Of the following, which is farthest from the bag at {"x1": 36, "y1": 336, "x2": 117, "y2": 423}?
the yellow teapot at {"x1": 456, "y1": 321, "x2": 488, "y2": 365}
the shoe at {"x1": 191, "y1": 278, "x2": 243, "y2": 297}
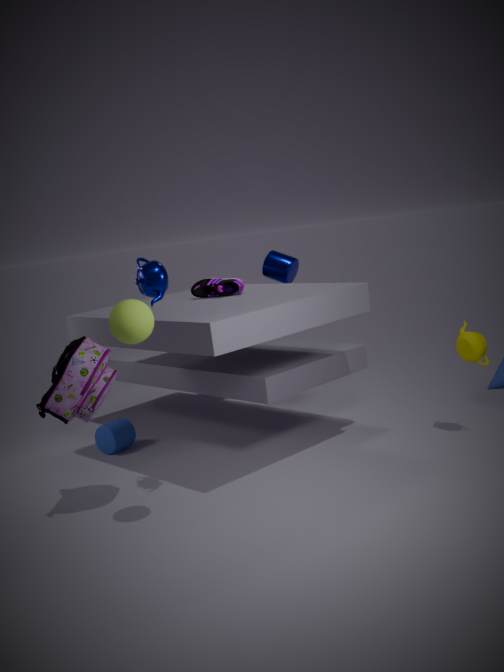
the yellow teapot at {"x1": 456, "y1": 321, "x2": 488, "y2": 365}
